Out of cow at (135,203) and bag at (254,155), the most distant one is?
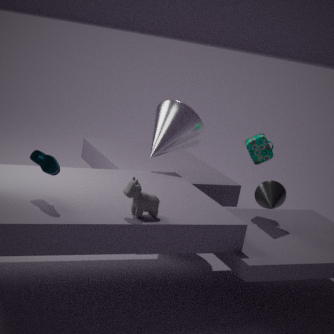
bag at (254,155)
